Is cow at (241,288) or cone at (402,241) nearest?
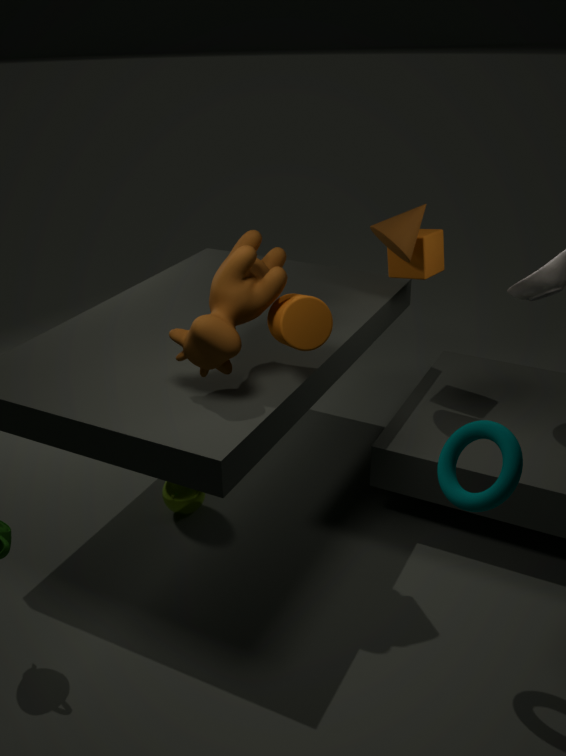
cow at (241,288)
